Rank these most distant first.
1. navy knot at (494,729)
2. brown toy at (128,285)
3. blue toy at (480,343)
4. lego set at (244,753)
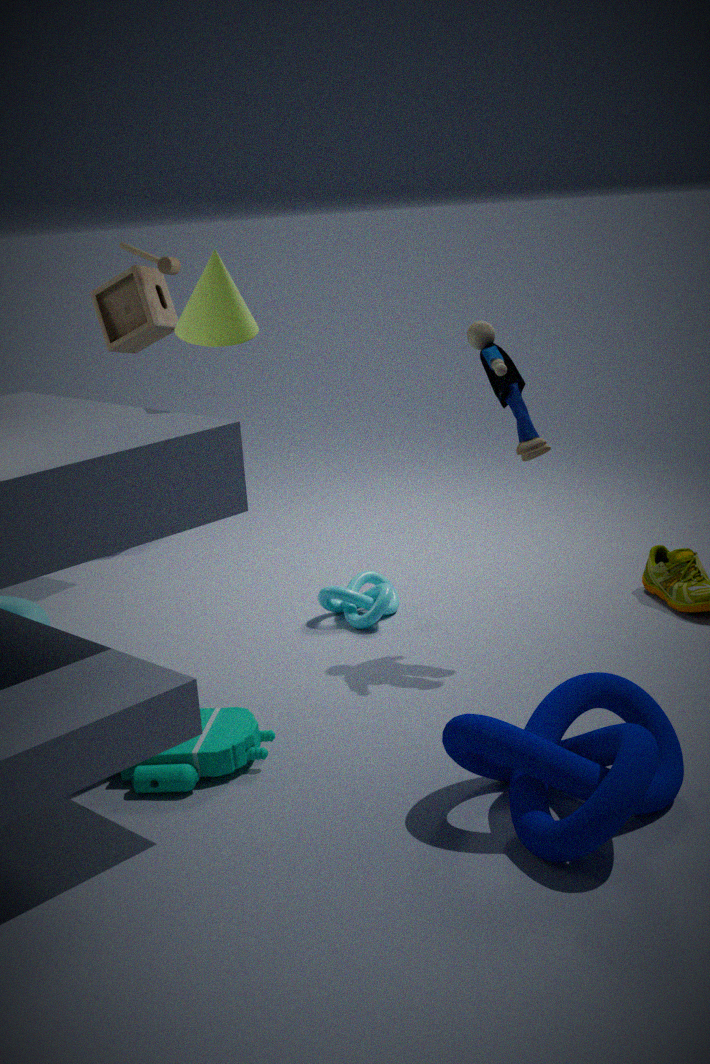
brown toy at (128,285) < blue toy at (480,343) < lego set at (244,753) < navy knot at (494,729)
